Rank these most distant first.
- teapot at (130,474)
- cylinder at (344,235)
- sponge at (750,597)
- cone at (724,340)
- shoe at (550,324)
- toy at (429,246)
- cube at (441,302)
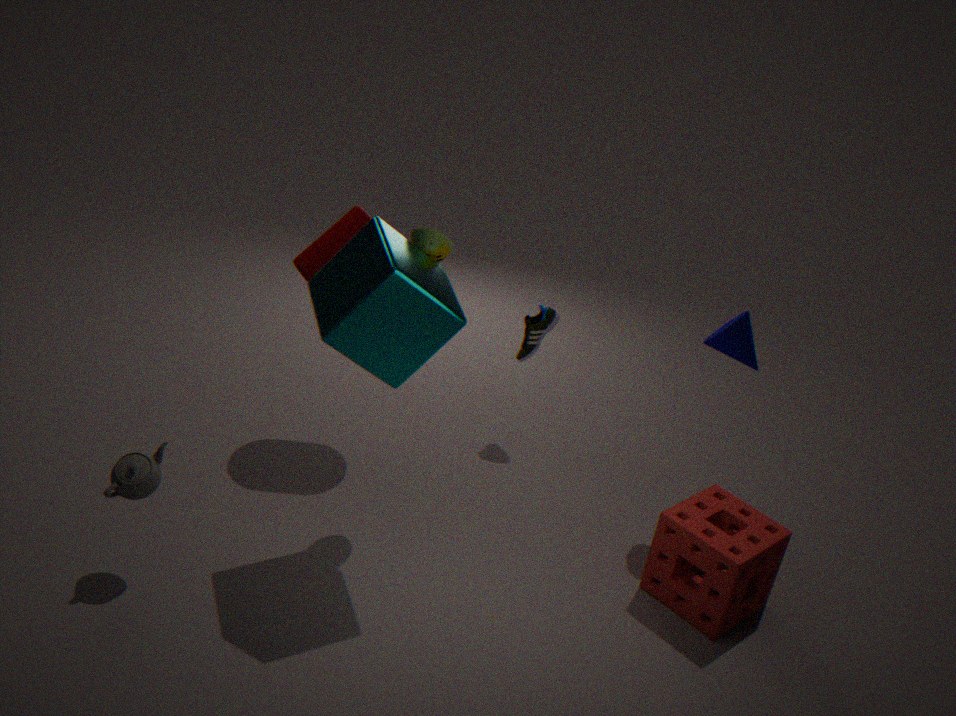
shoe at (550,324) < cylinder at (344,235) < cone at (724,340) < sponge at (750,597) < toy at (429,246) < teapot at (130,474) < cube at (441,302)
